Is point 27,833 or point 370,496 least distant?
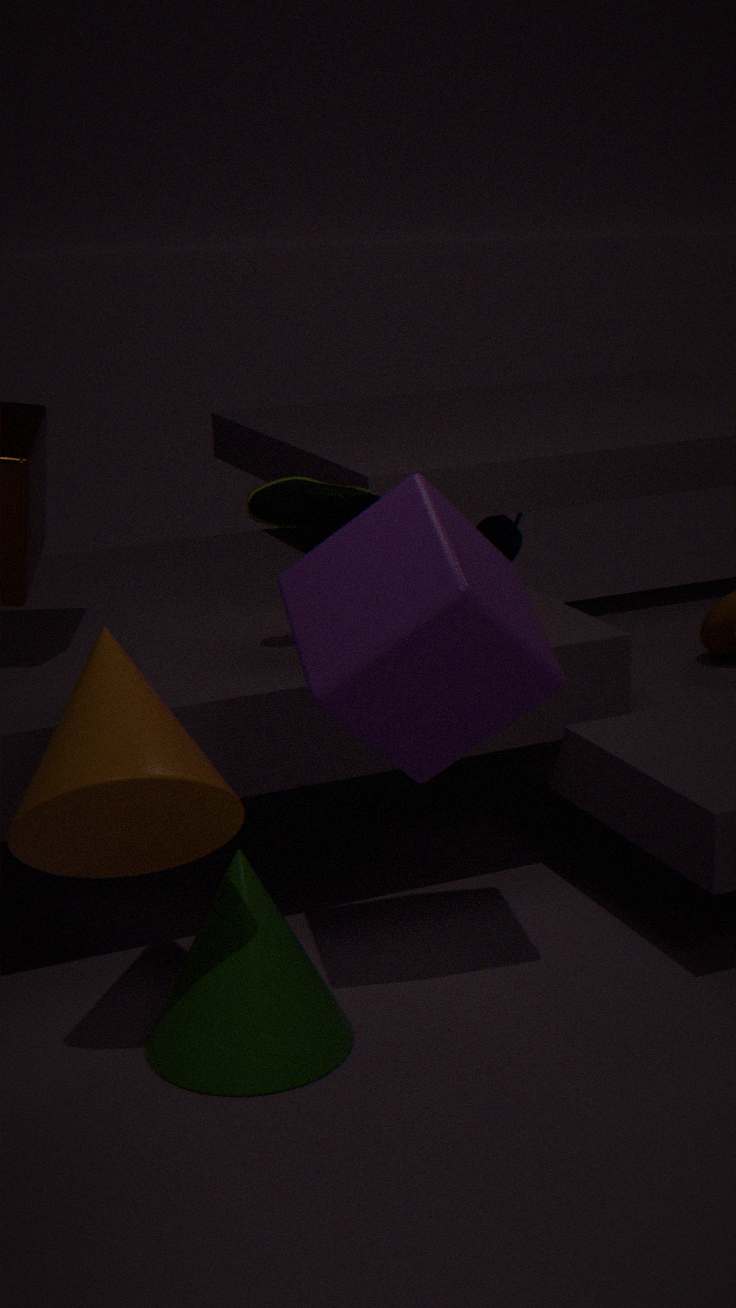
point 27,833
